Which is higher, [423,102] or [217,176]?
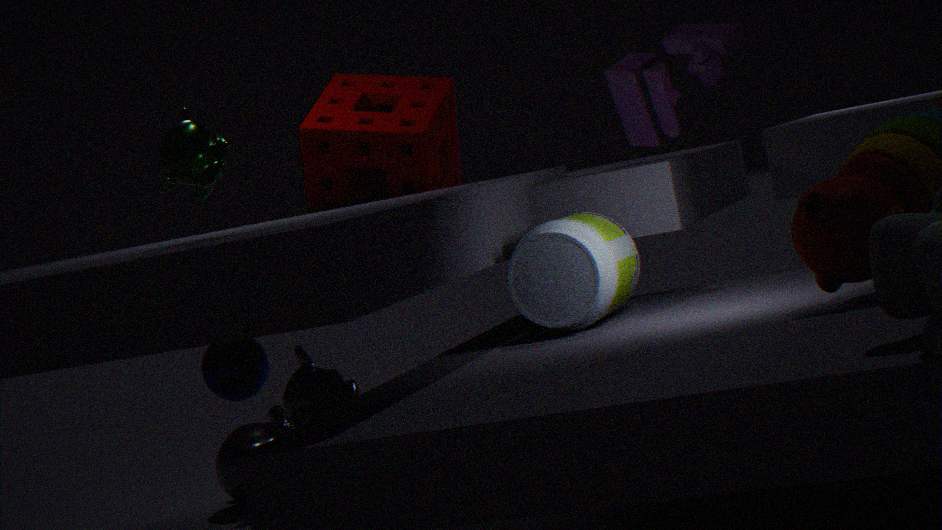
[217,176]
